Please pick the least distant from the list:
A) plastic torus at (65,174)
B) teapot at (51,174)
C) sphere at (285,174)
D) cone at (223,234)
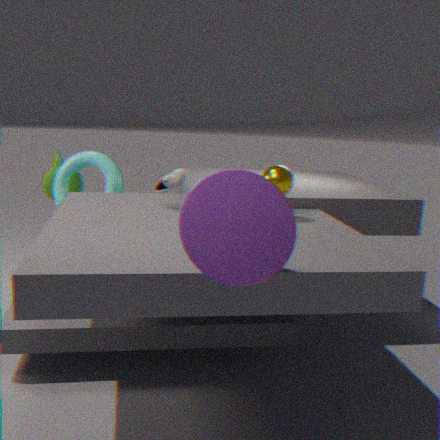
cone at (223,234)
